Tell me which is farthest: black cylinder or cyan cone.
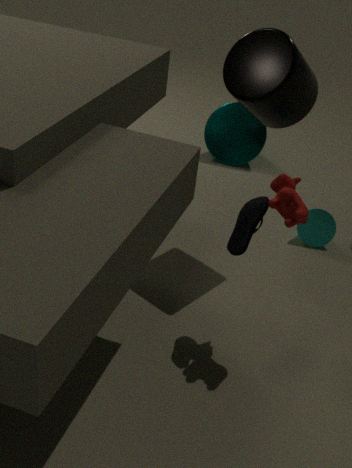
cyan cone
